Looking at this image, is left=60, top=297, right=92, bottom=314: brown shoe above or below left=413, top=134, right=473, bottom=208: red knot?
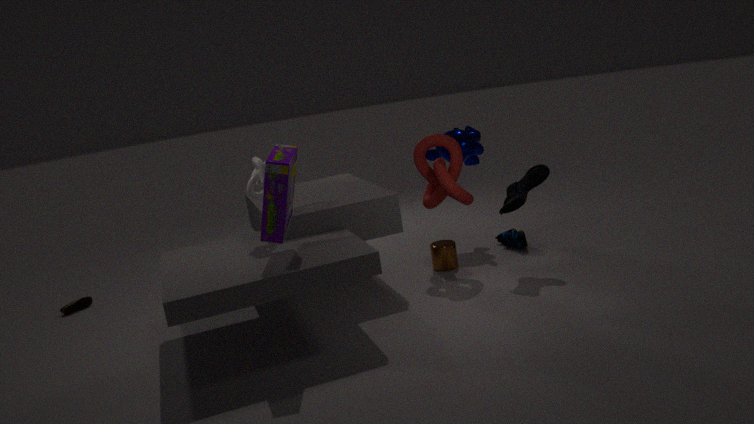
below
